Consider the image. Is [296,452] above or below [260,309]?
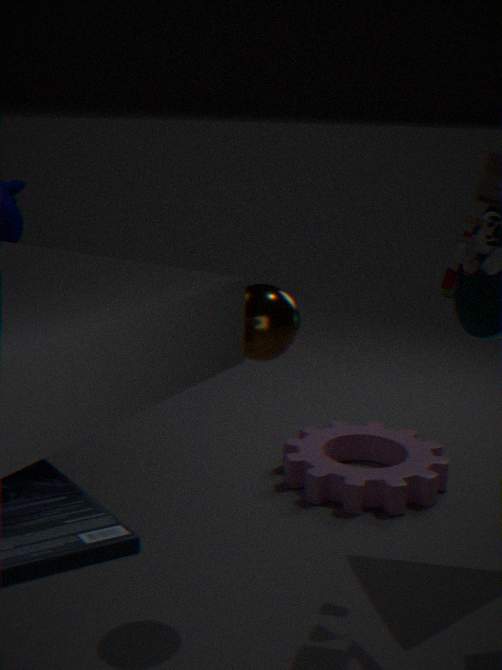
below
